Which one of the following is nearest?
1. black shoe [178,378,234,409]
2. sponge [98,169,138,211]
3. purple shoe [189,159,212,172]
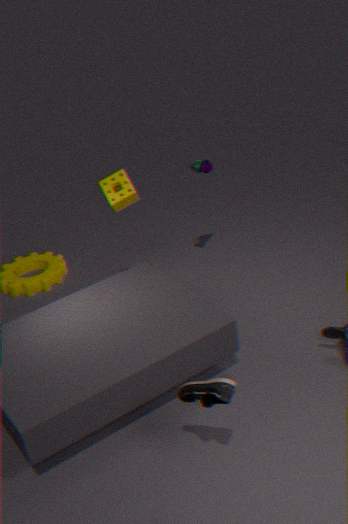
black shoe [178,378,234,409]
